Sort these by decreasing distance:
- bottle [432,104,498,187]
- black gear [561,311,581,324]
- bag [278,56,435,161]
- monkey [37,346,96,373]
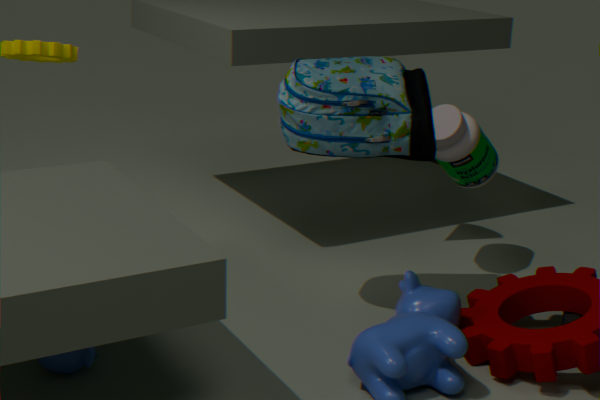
bottle [432,104,498,187] → black gear [561,311,581,324] → bag [278,56,435,161] → monkey [37,346,96,373]
